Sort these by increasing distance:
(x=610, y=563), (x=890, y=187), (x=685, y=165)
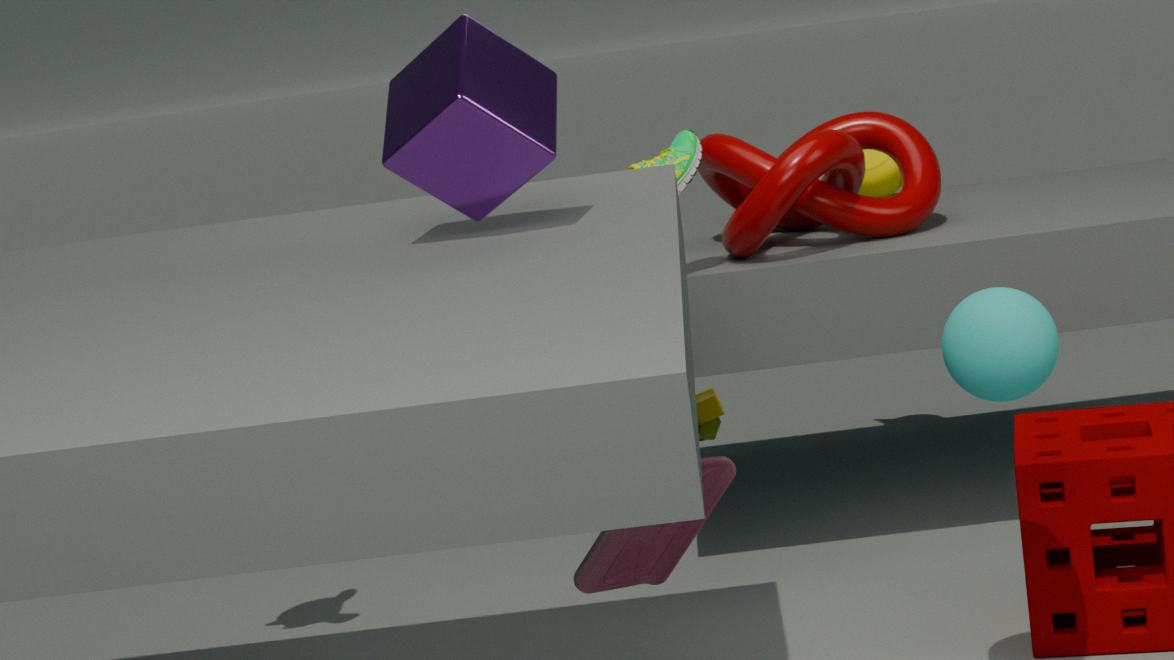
(x=610, y=563), (x=685, y=165), (x=890, y=187)
